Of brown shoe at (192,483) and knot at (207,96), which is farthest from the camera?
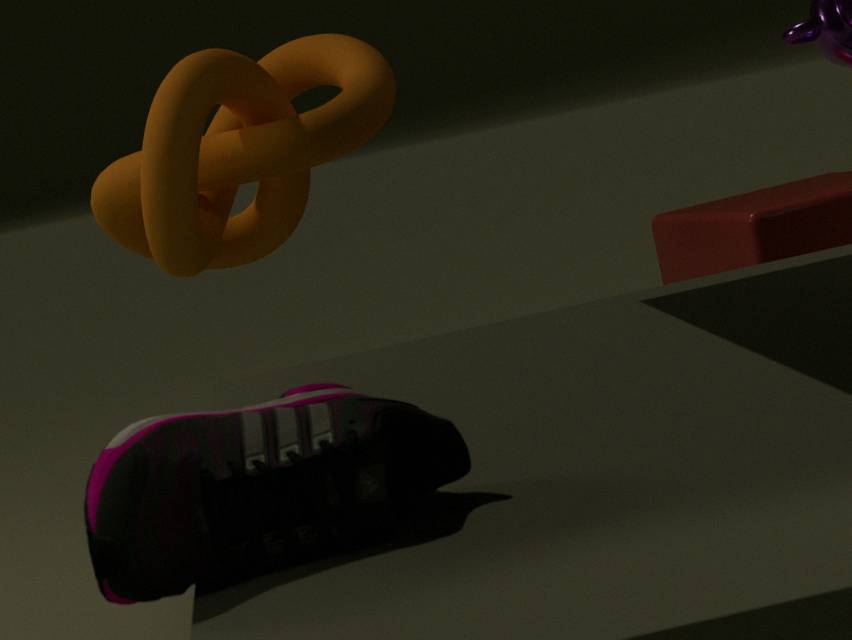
knot at (207,96)
